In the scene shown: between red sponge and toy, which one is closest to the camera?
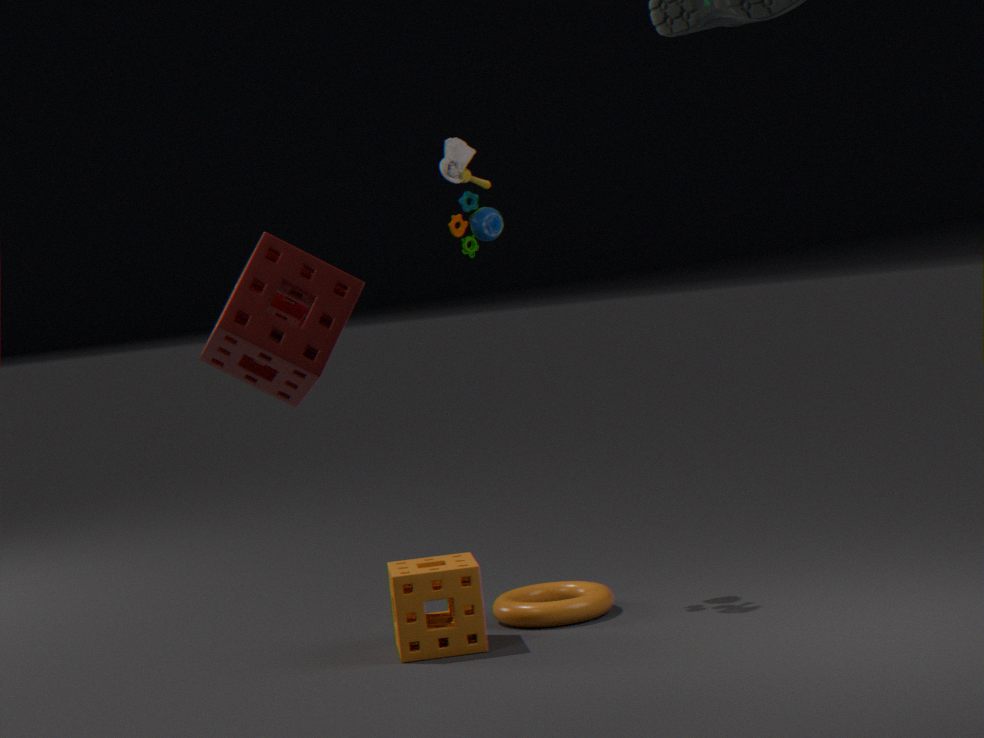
red sponge
